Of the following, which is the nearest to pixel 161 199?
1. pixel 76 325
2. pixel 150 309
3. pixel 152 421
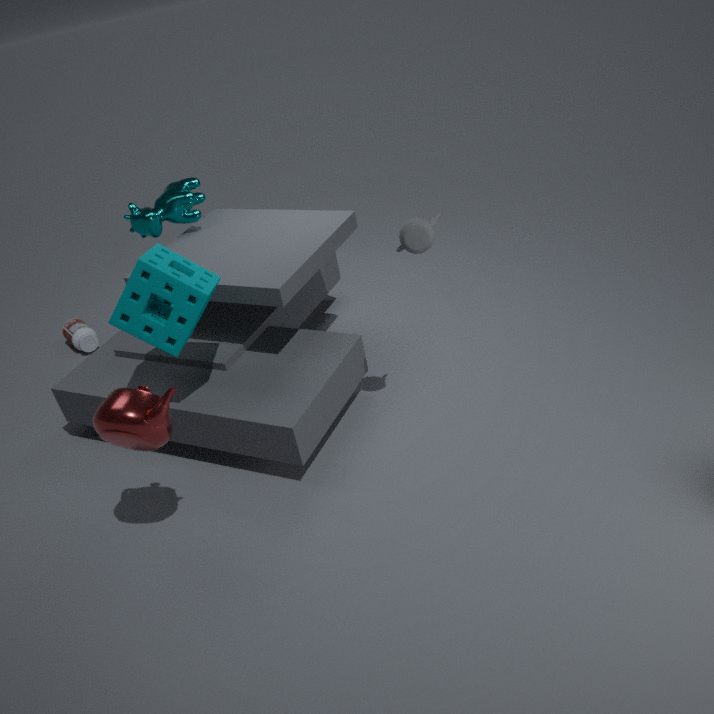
pixel 150 309
